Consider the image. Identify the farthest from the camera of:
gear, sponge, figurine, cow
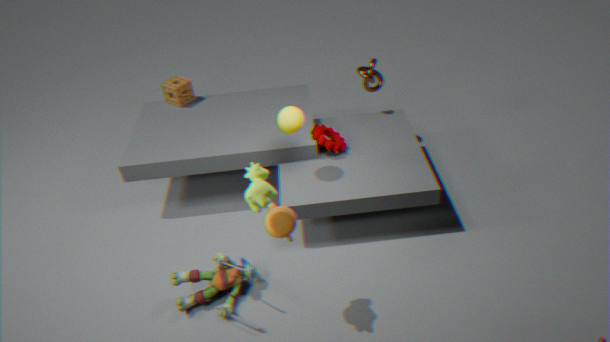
sponge
